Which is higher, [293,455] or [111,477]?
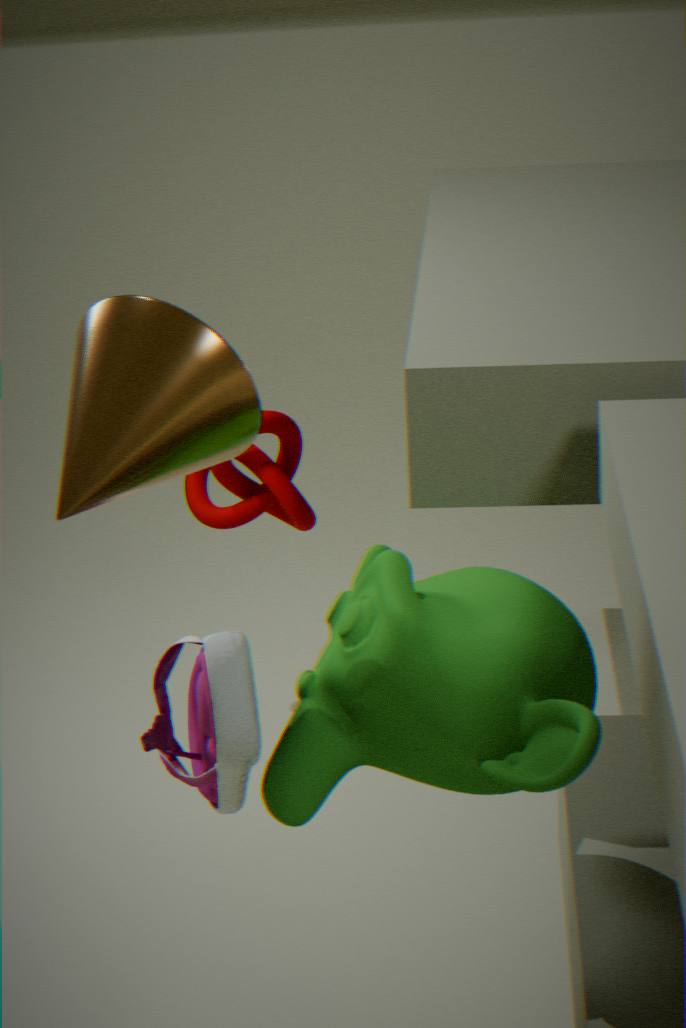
[111,477]
